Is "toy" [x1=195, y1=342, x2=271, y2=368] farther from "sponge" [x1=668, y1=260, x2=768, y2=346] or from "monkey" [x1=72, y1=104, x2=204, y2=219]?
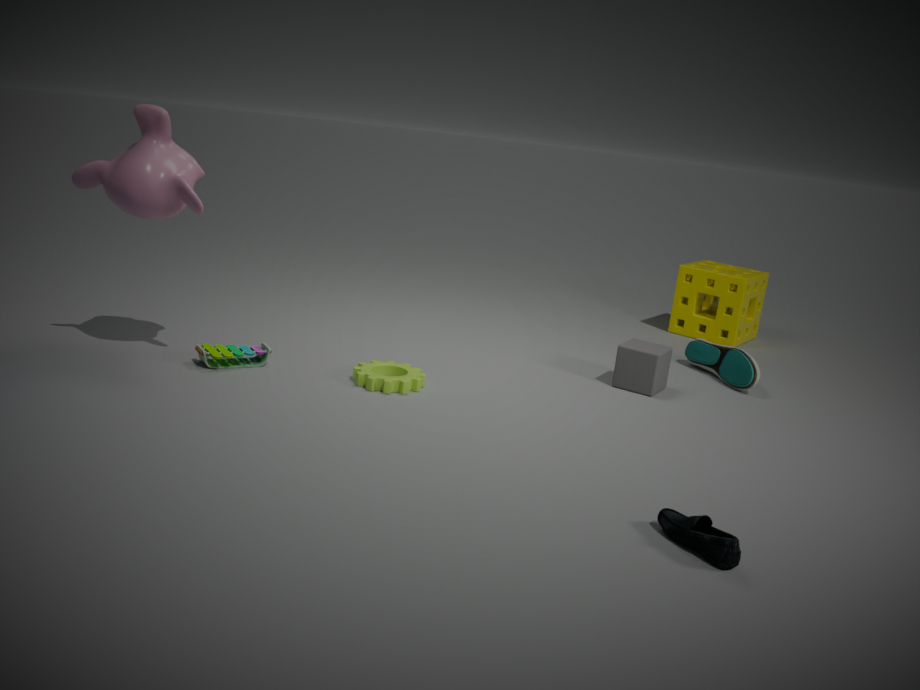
"sponge" [x1=668, y1=260, x2=768, y2=346]
